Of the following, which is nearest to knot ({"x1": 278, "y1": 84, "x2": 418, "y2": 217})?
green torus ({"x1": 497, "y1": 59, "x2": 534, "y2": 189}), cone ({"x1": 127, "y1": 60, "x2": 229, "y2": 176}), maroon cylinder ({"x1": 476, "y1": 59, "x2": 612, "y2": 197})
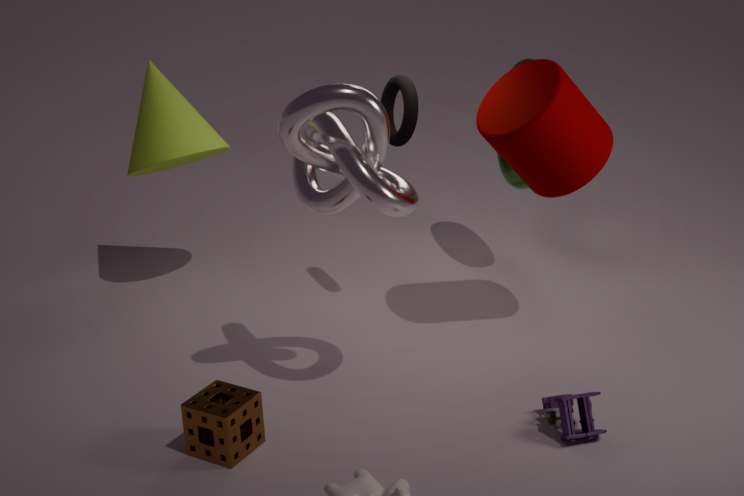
maroon cylinder ({"x1": 476, "y1": 59, "x2": 612, "y2": 197})
